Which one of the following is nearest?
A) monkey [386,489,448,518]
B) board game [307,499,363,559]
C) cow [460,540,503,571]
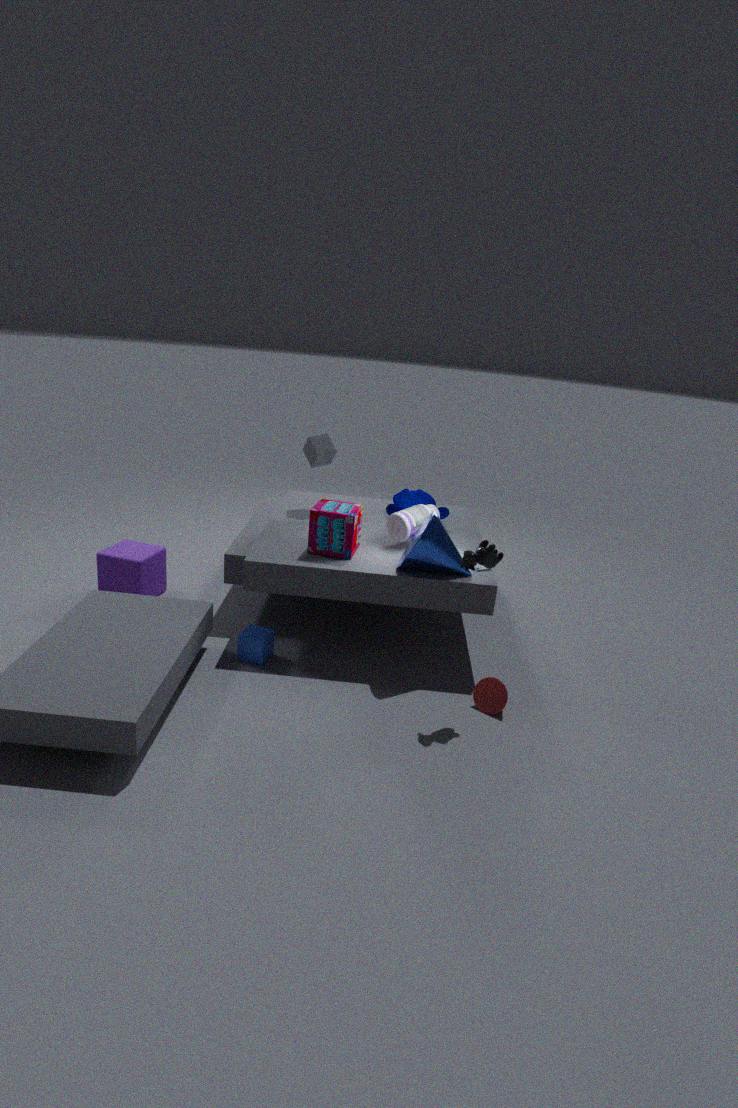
cow [460,540,503,571]
